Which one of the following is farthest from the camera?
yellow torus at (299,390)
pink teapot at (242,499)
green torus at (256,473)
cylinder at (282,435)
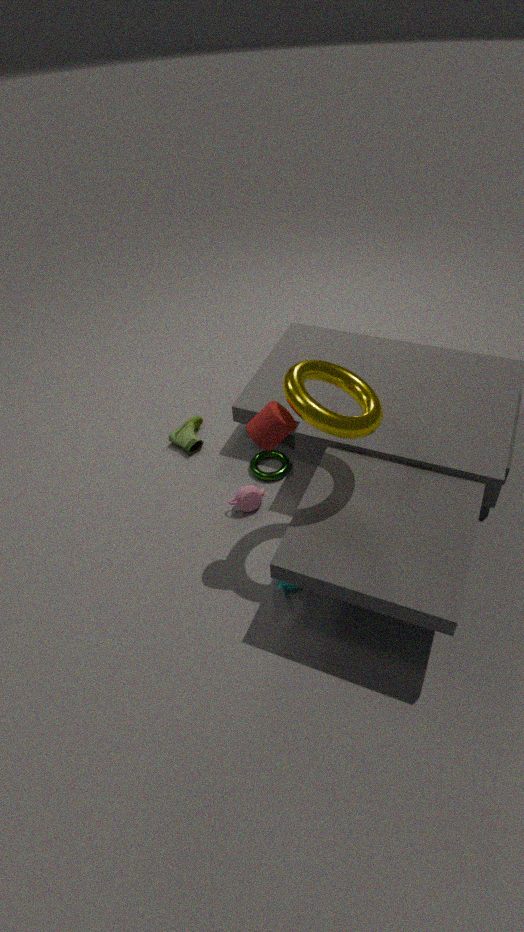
green torus at (256,473)
